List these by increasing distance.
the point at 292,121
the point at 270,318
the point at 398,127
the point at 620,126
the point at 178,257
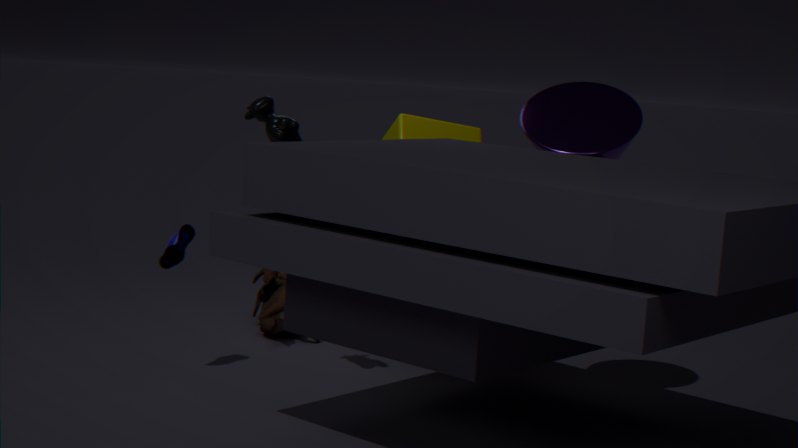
the point at 292,121 → the point at 620,126 → the point at 178,257 → the point at 398,127 → the point at 270,318
